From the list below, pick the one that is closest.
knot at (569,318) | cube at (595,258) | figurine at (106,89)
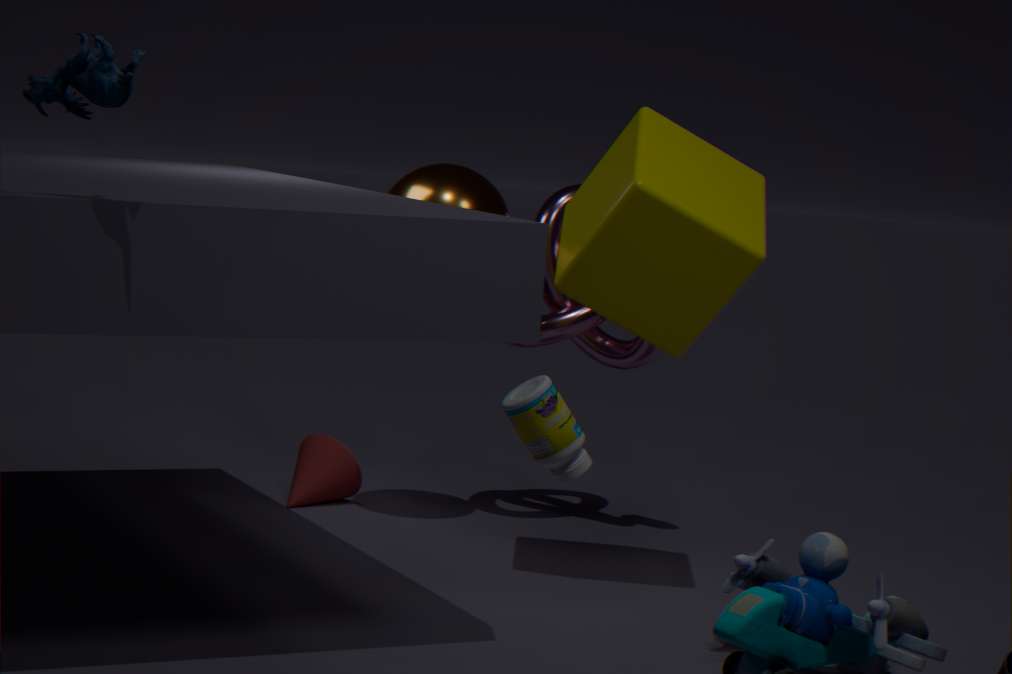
figurine at (106,89)
